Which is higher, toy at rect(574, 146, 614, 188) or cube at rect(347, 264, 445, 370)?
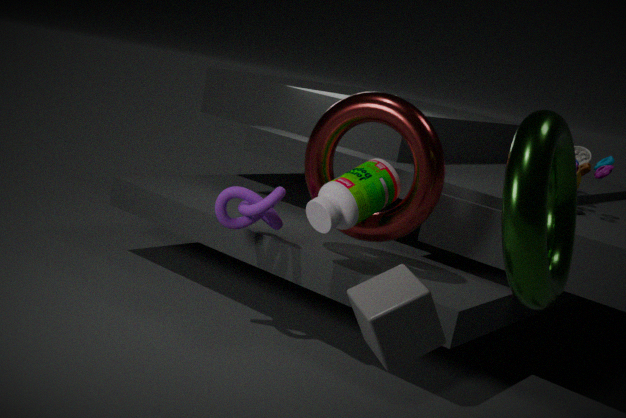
toy at rect(574, 146, 614, 188)
